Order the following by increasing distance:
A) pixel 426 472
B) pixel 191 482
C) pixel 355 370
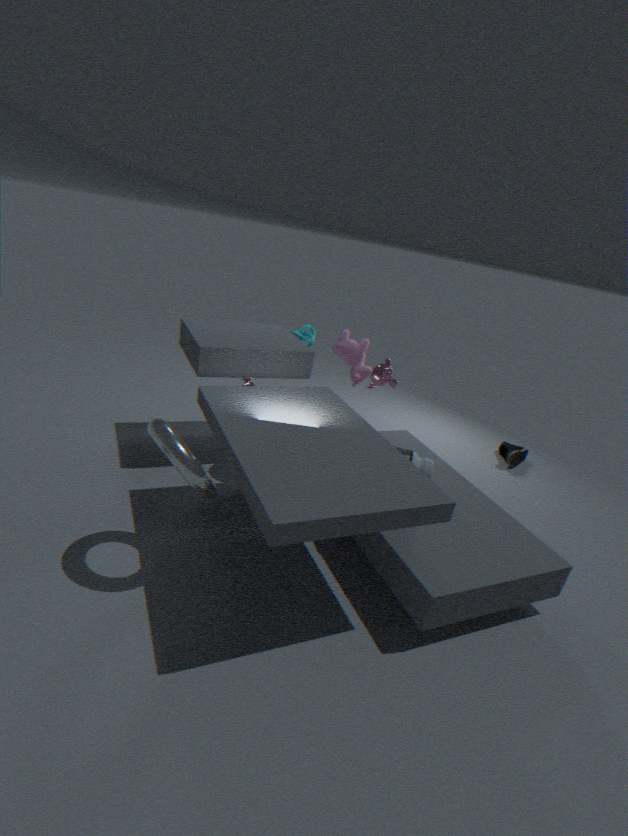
pixel 191 482
pixel 426 472
pixel 355 370
